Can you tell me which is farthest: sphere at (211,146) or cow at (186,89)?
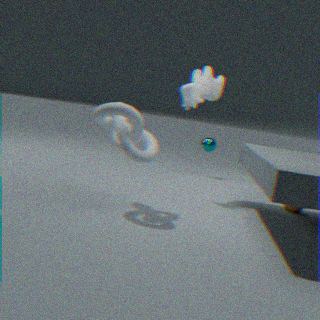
sphere at (211,146)
